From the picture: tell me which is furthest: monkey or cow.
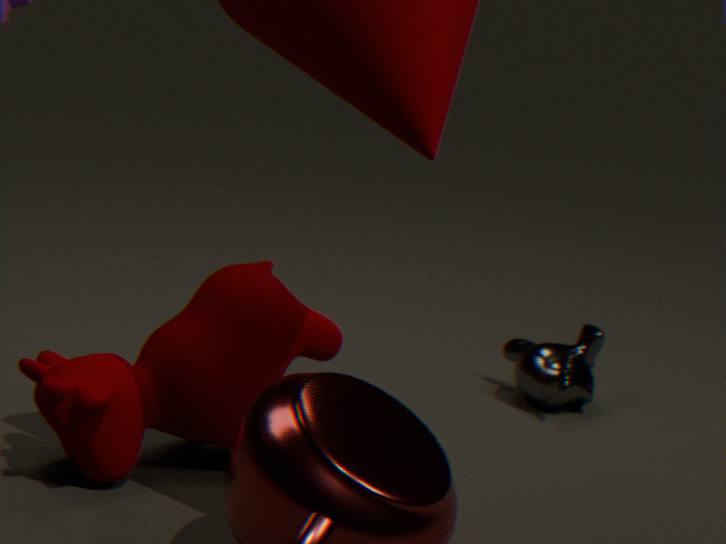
monkey
